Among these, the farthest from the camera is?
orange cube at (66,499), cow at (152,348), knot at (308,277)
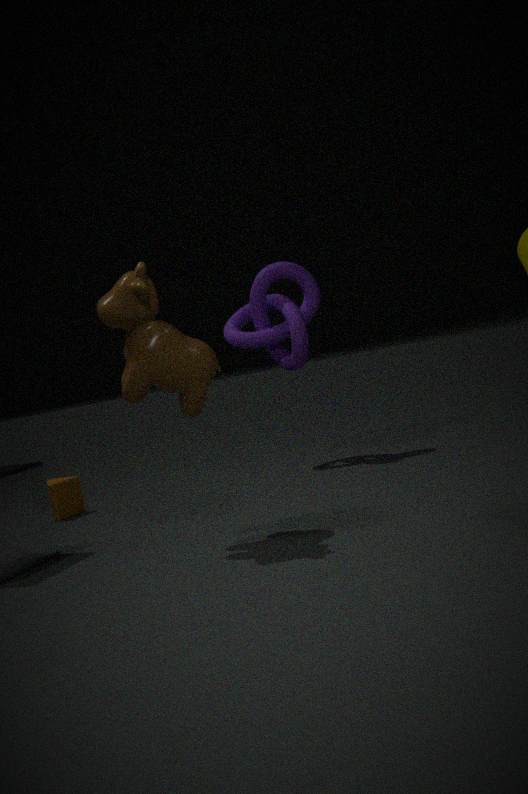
knot at (308,277)
